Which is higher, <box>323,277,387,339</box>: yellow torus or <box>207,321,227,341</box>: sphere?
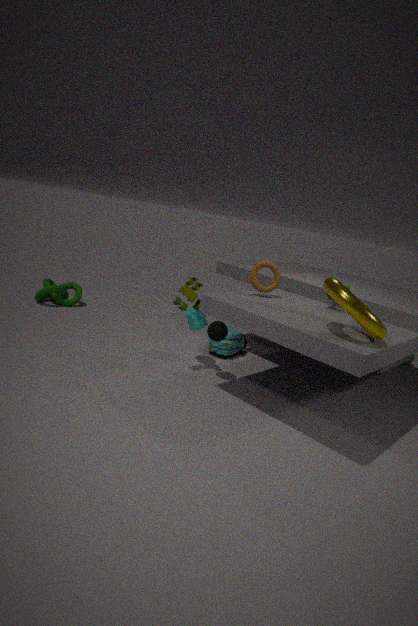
<box>323,277,387,339</box>: yellow torus
